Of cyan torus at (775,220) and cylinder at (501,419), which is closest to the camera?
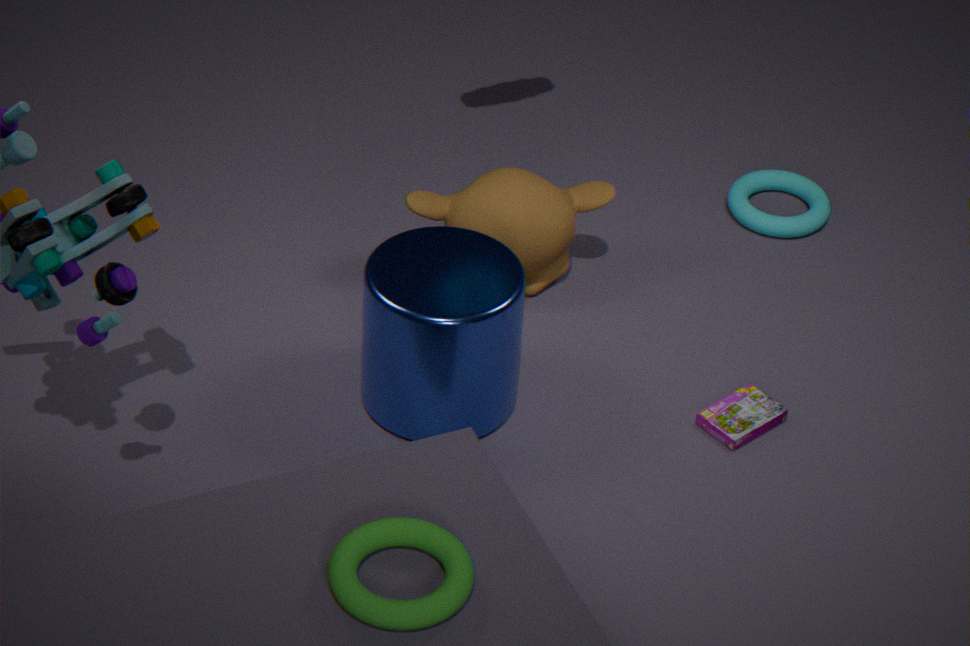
cylinder at (501,419)
